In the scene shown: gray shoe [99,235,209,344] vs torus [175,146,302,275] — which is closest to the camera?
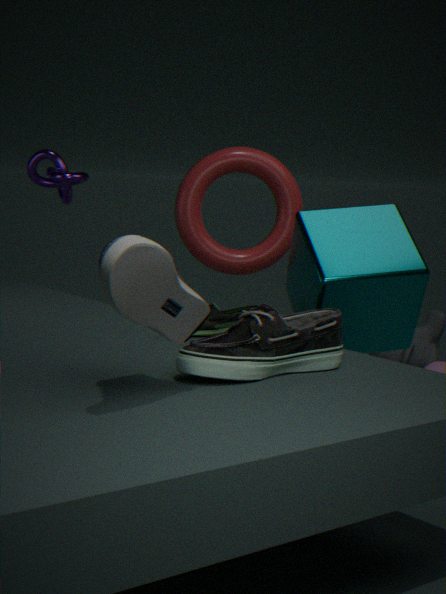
gray shoe [99,235,209,344]
